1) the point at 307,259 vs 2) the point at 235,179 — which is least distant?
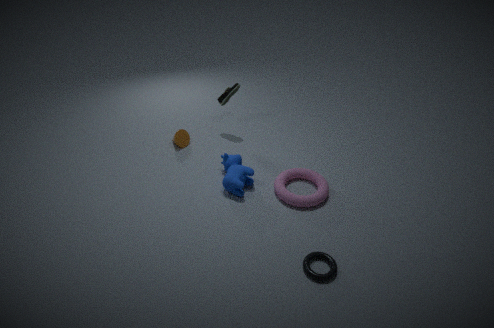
1. the point at 307,259
